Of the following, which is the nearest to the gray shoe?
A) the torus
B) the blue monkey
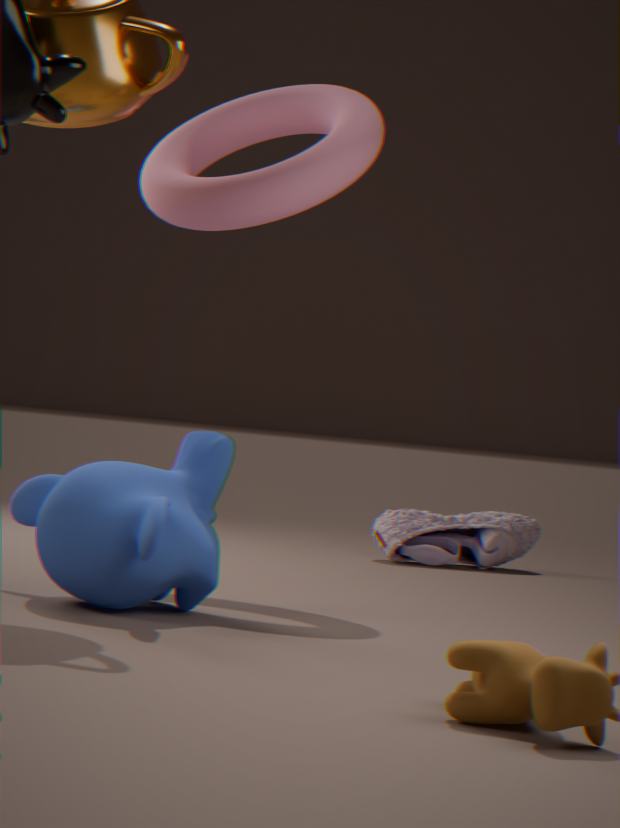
the torus
